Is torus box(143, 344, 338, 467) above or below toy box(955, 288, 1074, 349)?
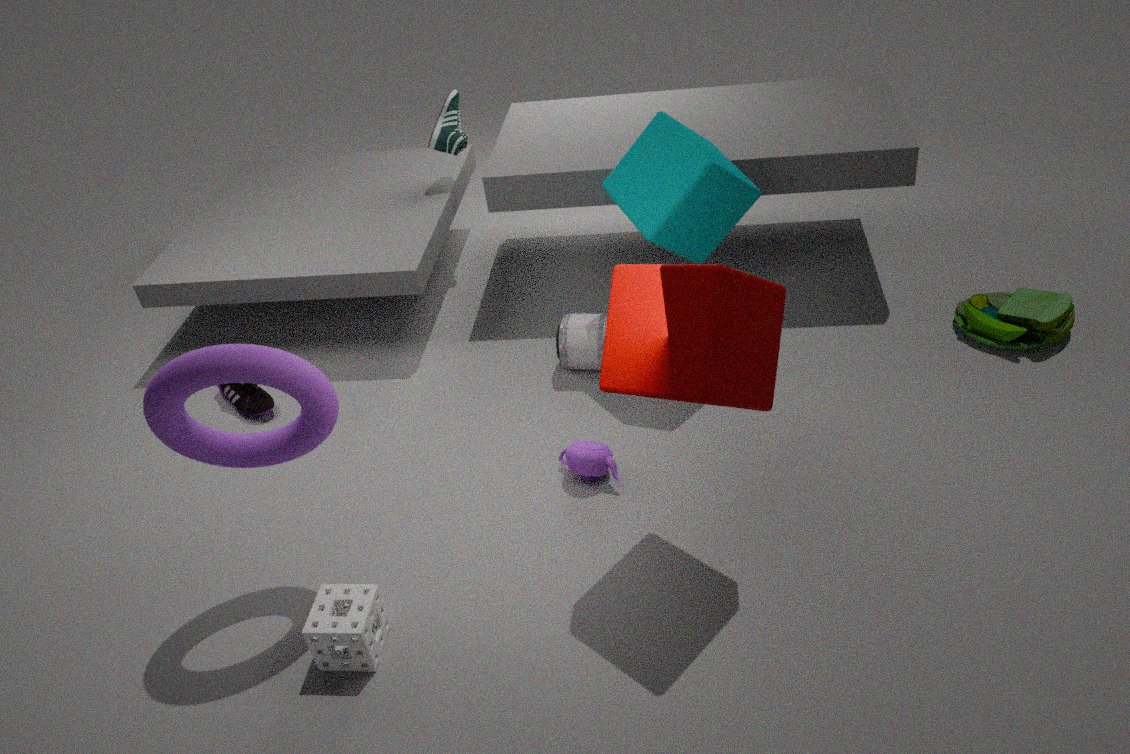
above
